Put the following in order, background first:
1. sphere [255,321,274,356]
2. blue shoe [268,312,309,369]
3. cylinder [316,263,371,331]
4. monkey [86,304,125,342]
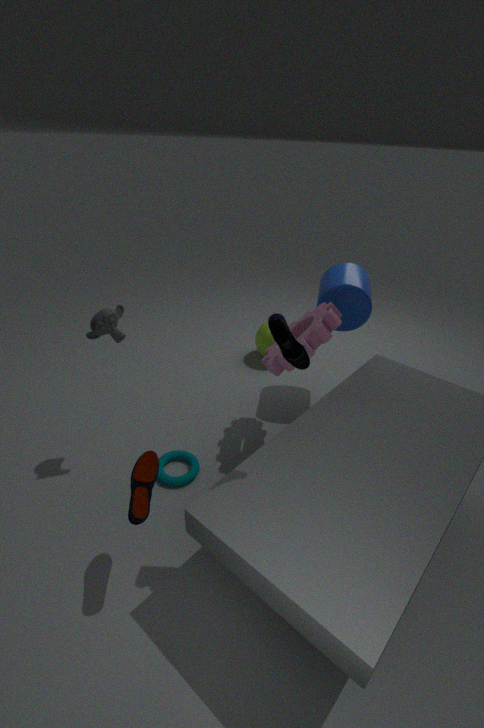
sphere [255,321,274,356], cylinder [316,263,371,331], monkey [86,304,125,342], blue shoe [268,312,309,369]
